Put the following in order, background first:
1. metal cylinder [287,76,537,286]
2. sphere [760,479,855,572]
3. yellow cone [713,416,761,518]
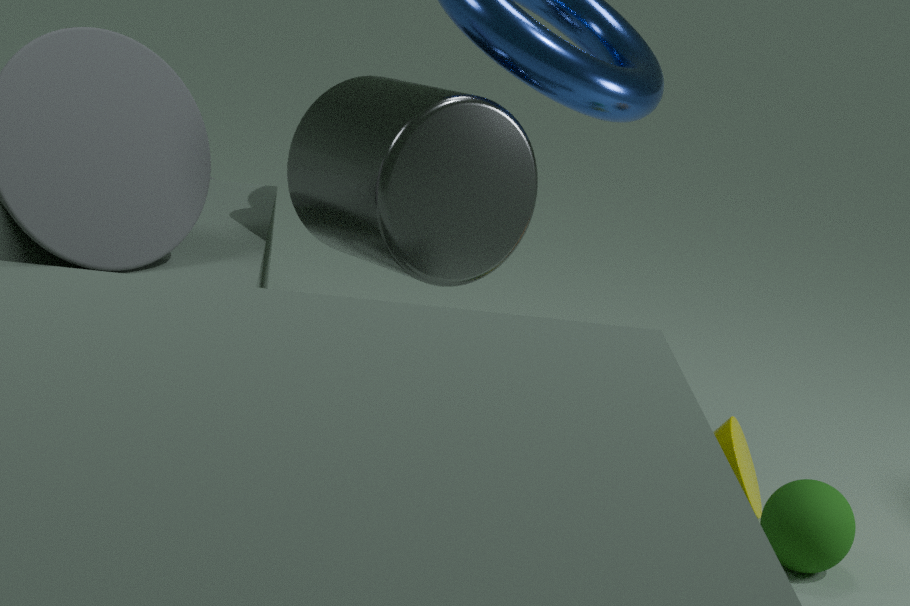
yellow cone [713,416,761,518] < sphere [760,479,855,572] < metal cylinder [287,76,537,286]
